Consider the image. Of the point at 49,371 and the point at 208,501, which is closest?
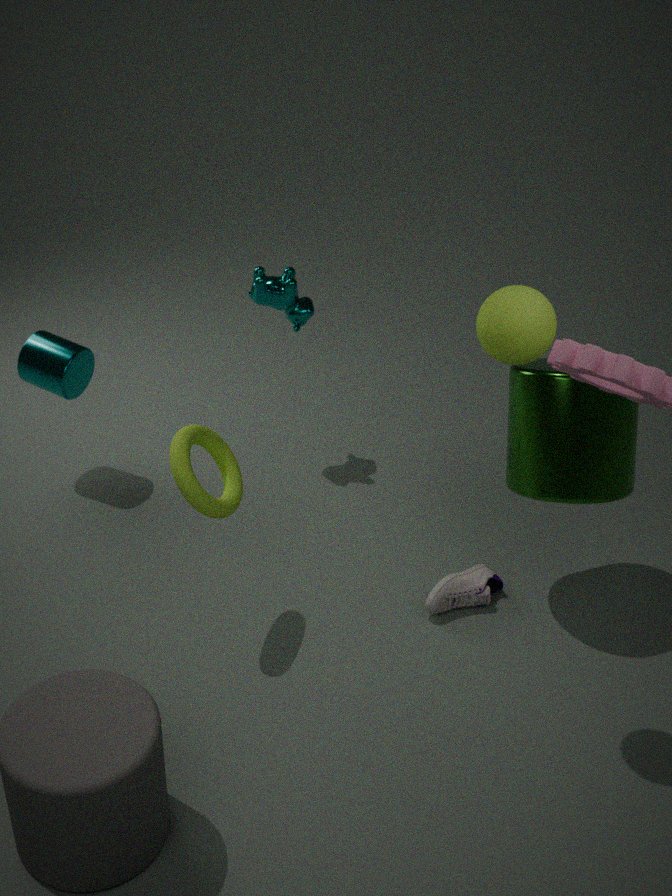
the point at 208,501
